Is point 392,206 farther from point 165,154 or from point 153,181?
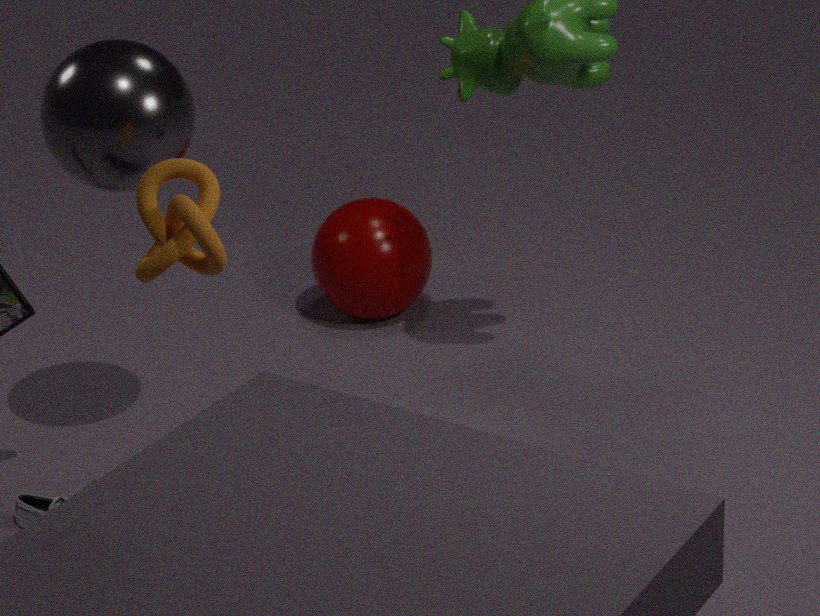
point 153,181
